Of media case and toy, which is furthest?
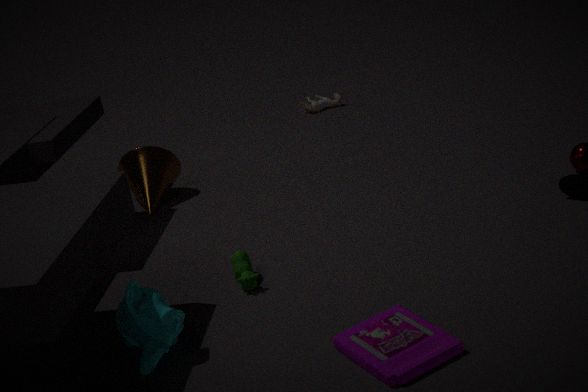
toy
